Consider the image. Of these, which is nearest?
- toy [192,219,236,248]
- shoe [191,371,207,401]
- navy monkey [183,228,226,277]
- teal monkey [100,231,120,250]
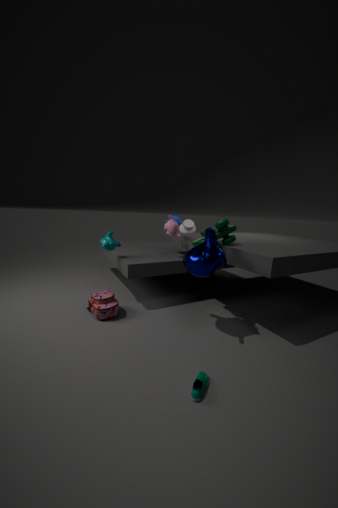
shoe [191,371,207,401]
